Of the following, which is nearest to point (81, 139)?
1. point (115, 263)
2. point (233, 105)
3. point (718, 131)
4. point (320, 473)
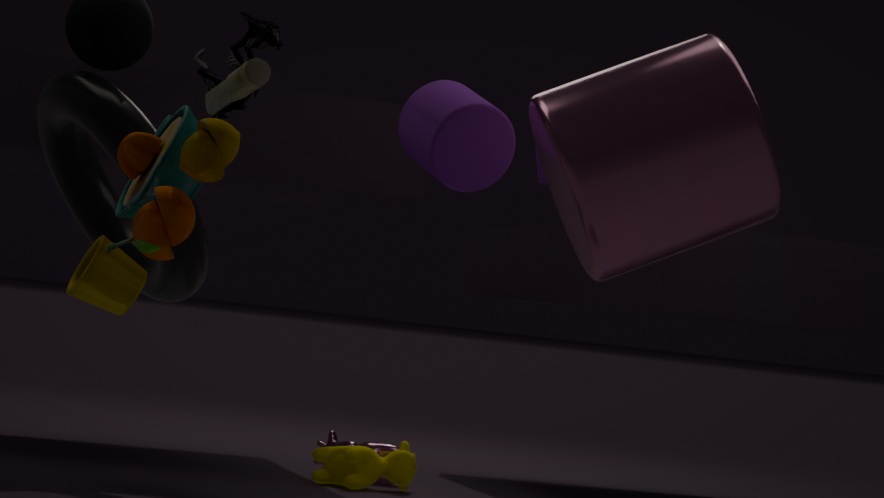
point (233, 105)
